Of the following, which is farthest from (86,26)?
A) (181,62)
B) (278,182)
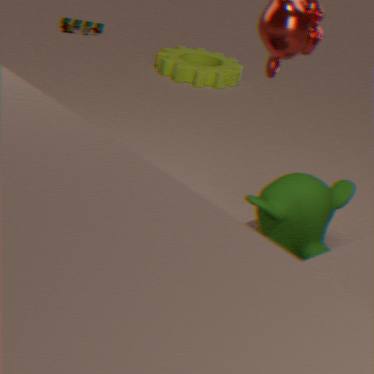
(278,182)
